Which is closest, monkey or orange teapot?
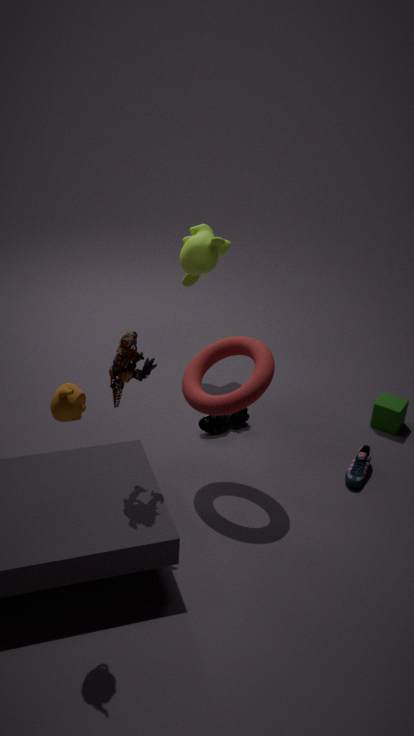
orange teapot
